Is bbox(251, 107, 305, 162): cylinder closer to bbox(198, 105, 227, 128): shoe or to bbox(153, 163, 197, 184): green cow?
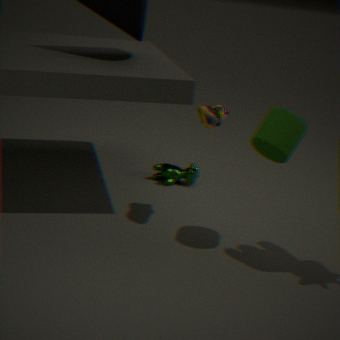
bbox(198, 105, 227, 128): shoe
